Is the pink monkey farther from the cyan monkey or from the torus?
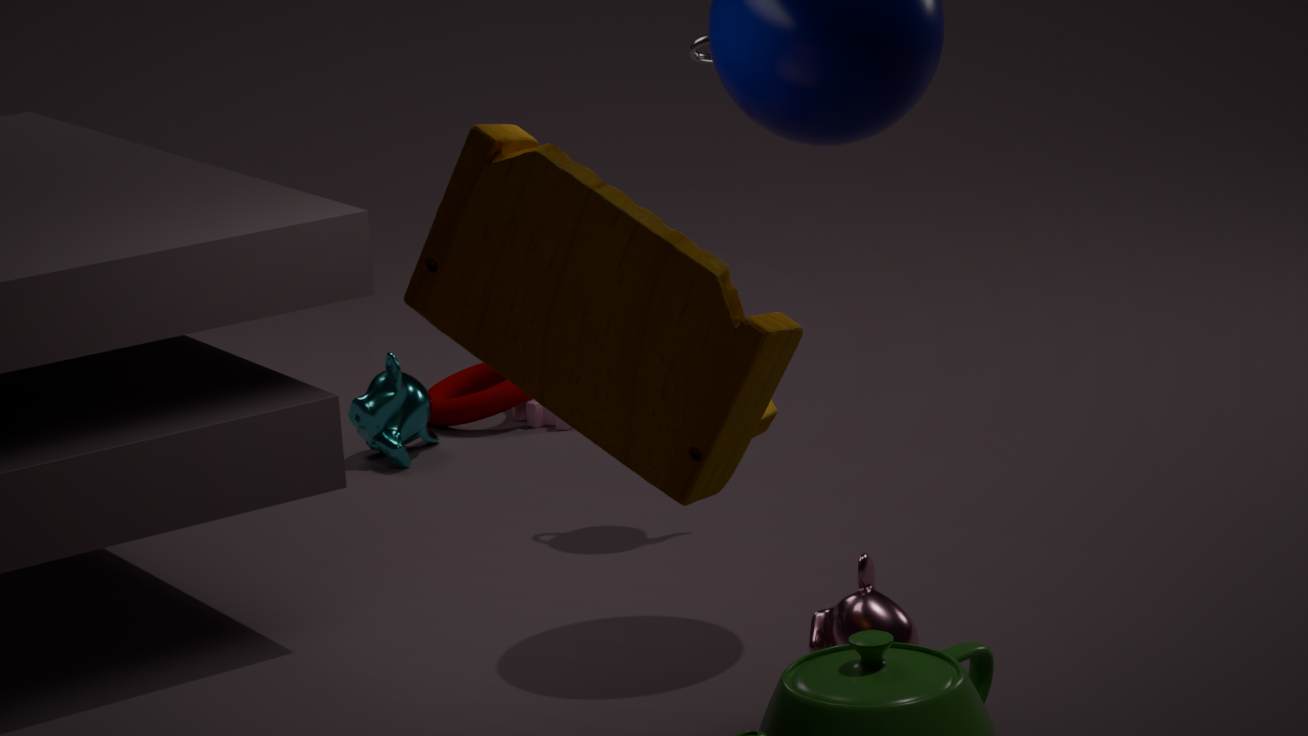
the torus
